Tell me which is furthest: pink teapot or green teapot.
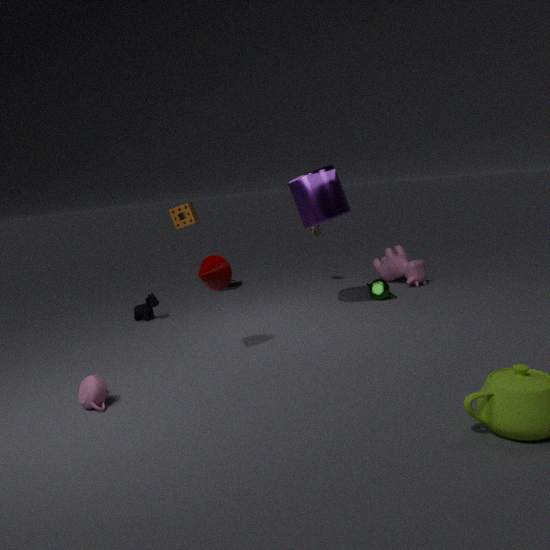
green teapot
